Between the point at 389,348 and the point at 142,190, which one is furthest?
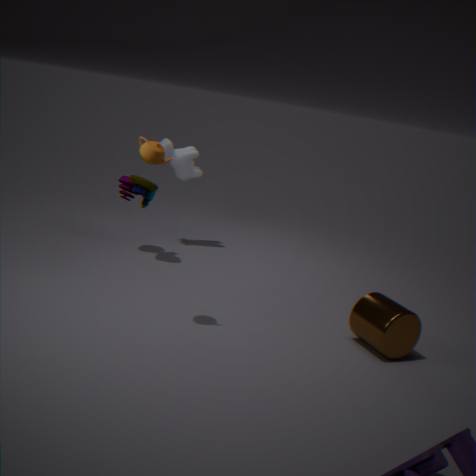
the point at 142,190
